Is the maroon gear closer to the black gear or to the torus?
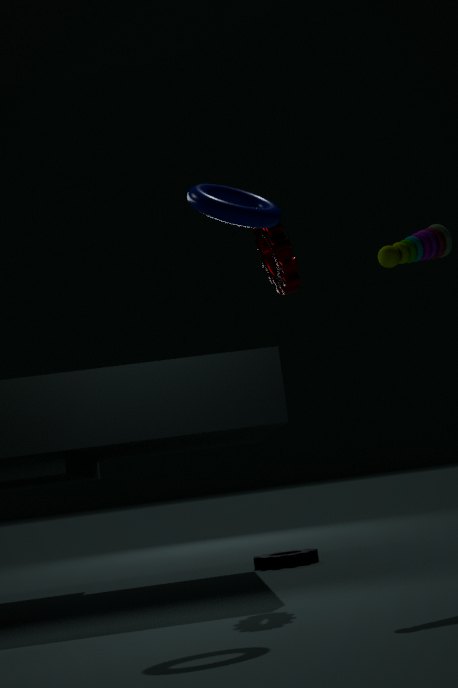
the torus
